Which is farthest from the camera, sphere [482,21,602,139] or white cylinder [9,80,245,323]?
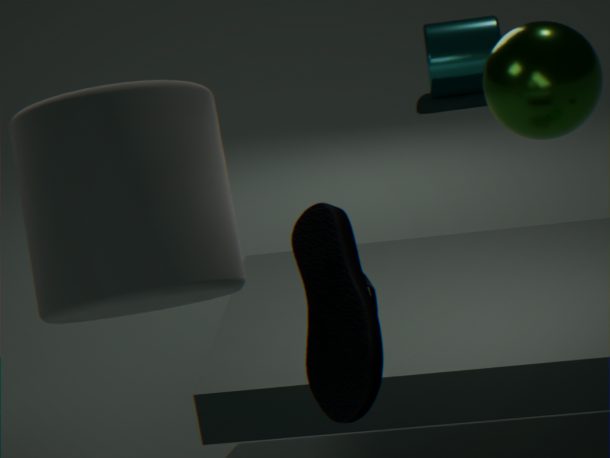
sphere [482,21,602,139]
